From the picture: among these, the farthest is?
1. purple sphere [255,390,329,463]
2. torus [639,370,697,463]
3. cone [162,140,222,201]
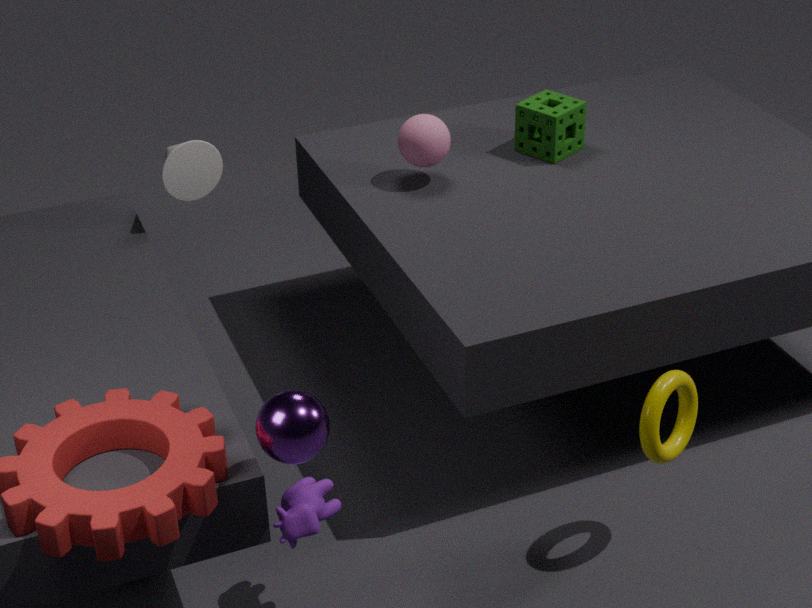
cone [162,140,222,201]
